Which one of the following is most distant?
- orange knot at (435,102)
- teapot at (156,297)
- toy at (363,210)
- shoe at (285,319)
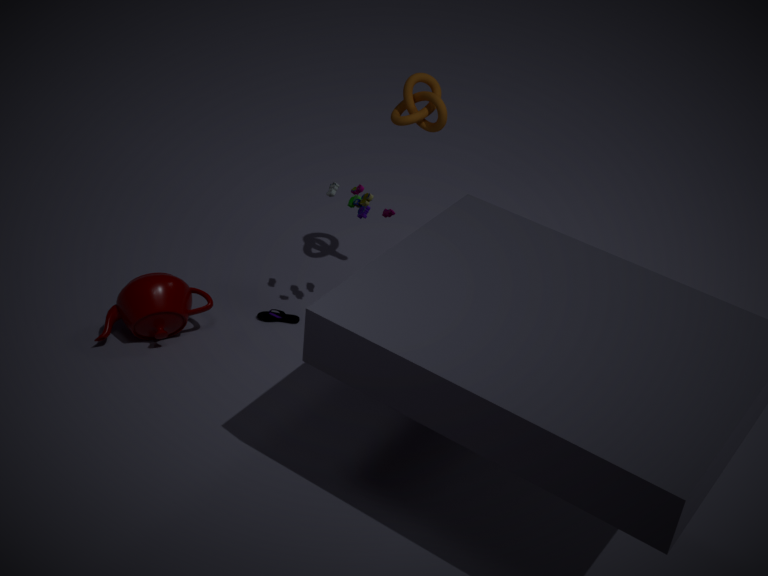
shoe at (285,319)
